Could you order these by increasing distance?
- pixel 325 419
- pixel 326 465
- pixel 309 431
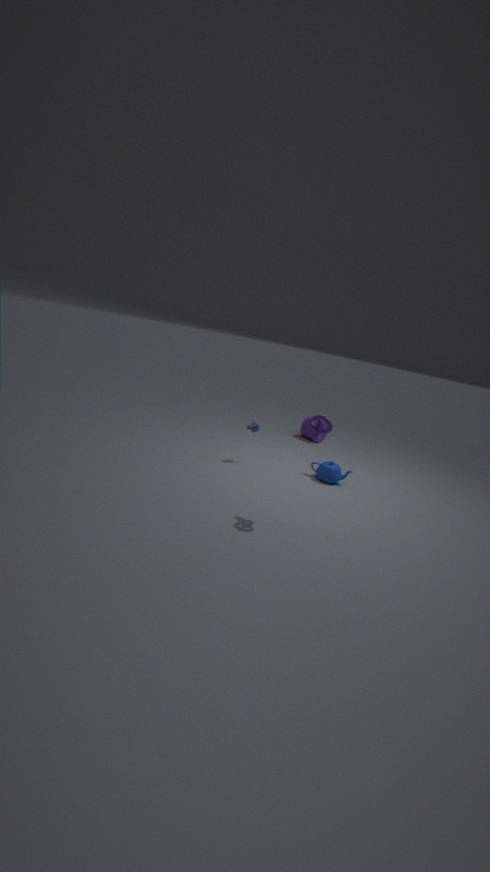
pixel 325 419 < pixel 326 465 < pixel 309 431
